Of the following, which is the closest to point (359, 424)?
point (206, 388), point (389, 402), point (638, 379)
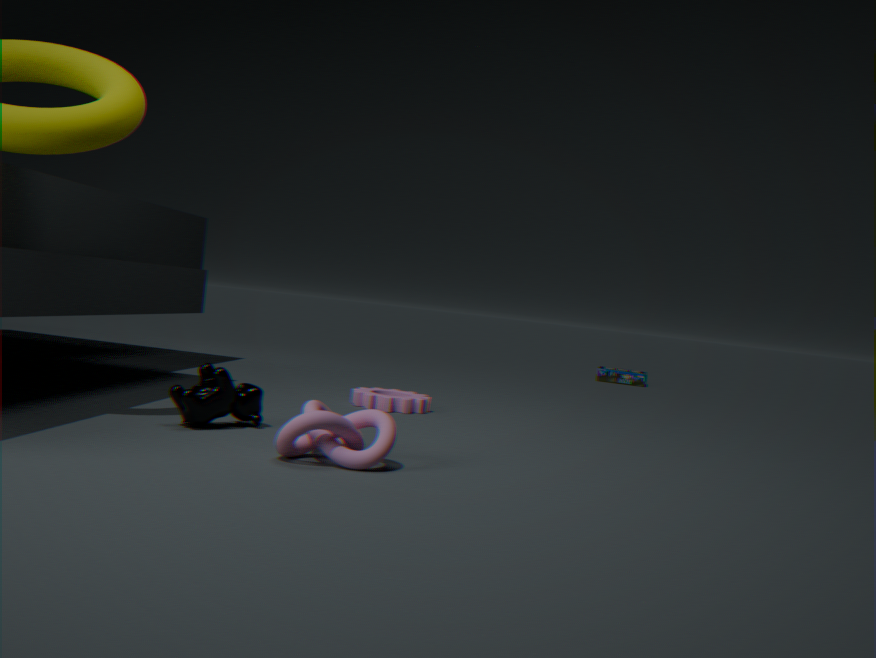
point (206, 388)
